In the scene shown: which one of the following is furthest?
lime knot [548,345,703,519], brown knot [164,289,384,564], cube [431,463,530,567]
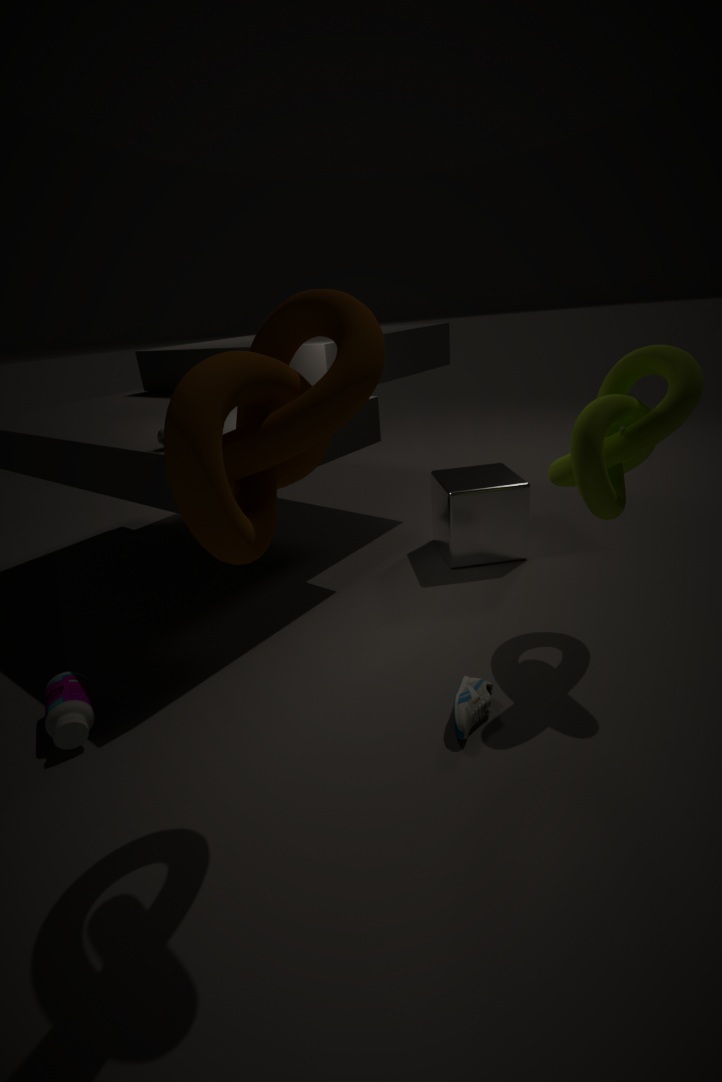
cube [431,463,530,567]
